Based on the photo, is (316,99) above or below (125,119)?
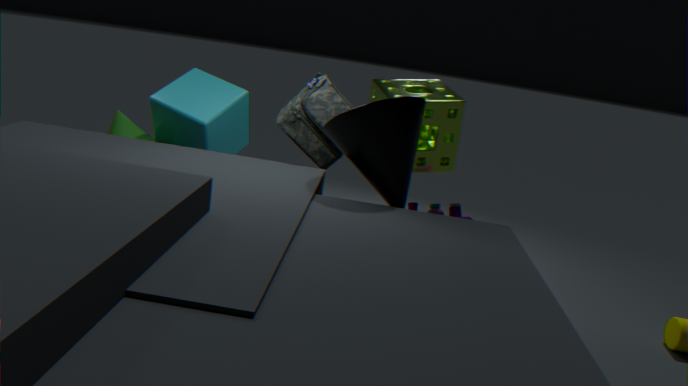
above
